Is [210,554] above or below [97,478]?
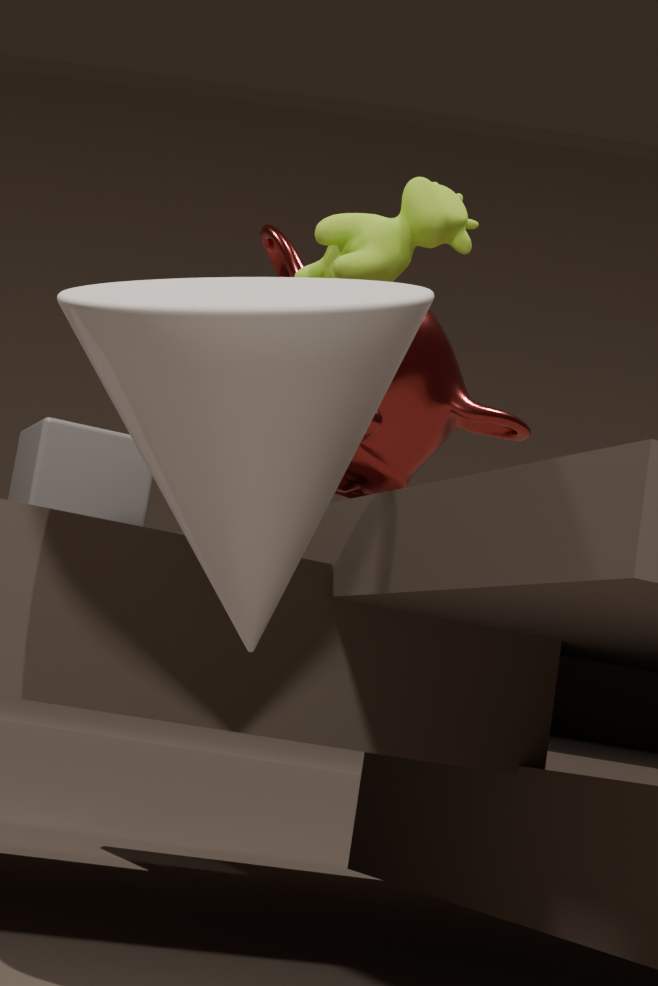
above
